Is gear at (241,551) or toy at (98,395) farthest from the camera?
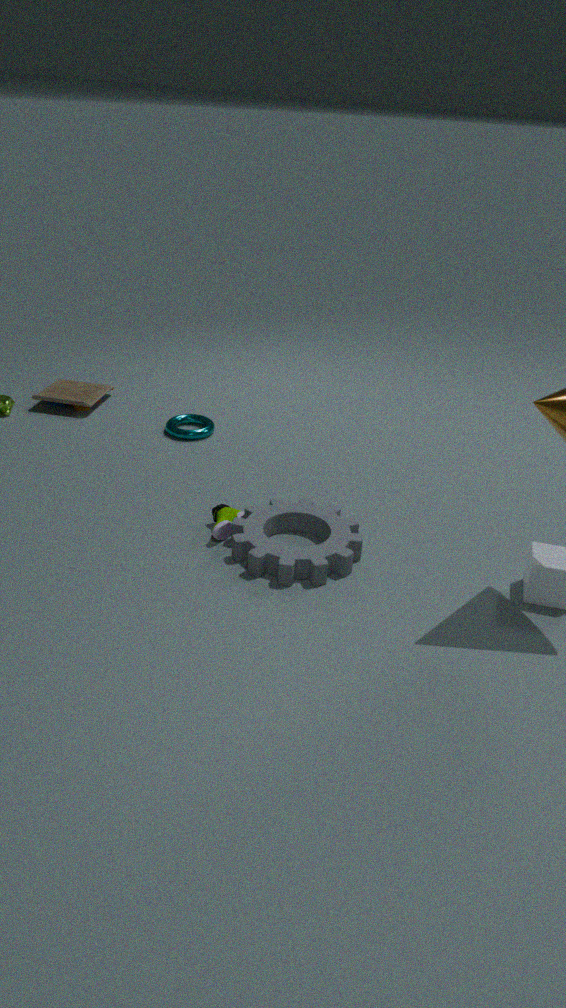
toy at (98,395)
